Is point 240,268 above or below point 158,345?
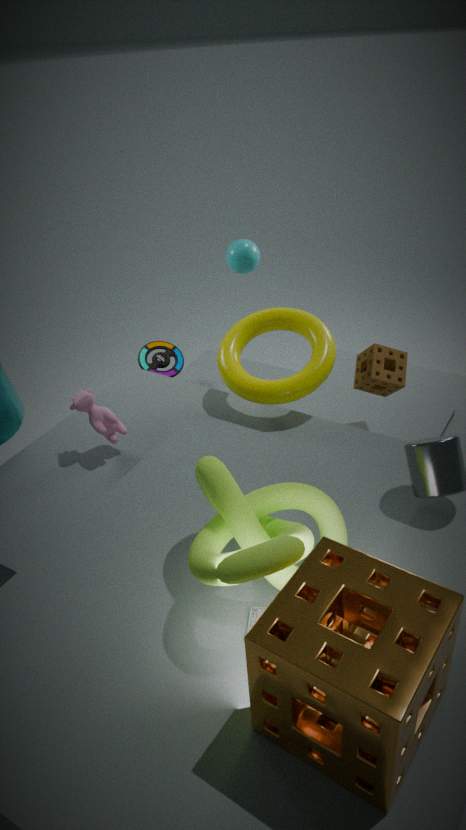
above
